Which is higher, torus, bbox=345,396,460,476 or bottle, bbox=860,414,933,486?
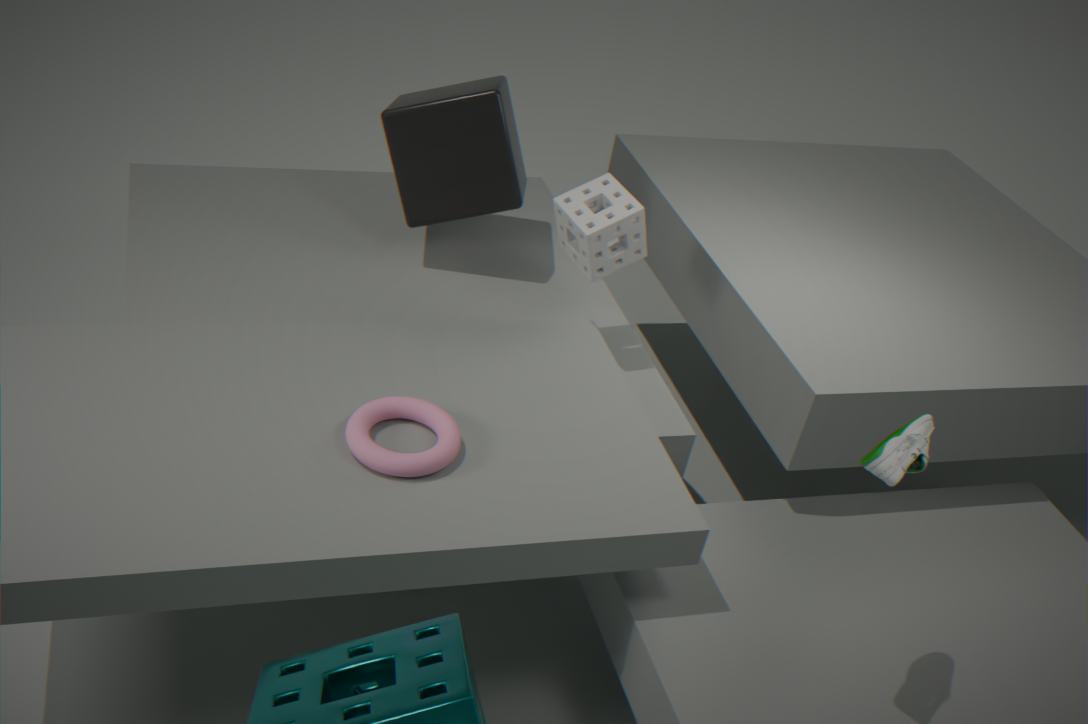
bottle, bbox=860,414,933,486
